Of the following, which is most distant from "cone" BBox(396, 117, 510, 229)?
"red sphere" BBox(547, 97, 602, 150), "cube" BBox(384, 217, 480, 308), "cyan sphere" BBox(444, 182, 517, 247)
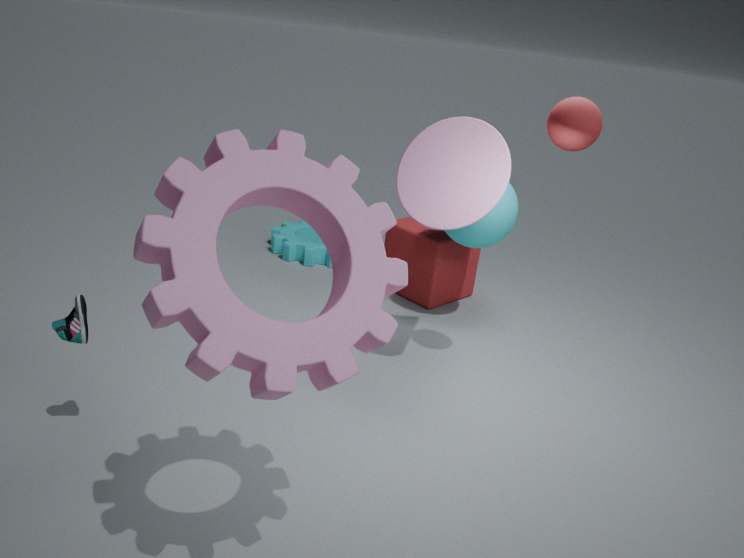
"cube" BBox(384, 217, 480, 308)
